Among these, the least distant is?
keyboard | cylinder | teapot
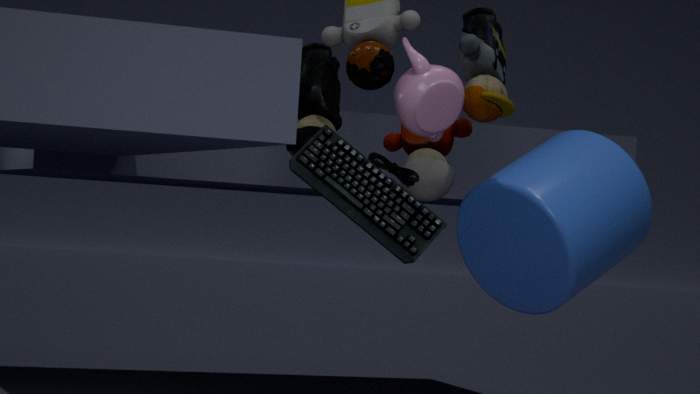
keyboard
